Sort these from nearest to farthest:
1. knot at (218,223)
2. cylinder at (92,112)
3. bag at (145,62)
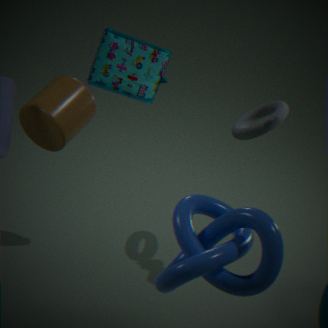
knot at (218,223), cylinder at (92,112), bag at (145,62)
